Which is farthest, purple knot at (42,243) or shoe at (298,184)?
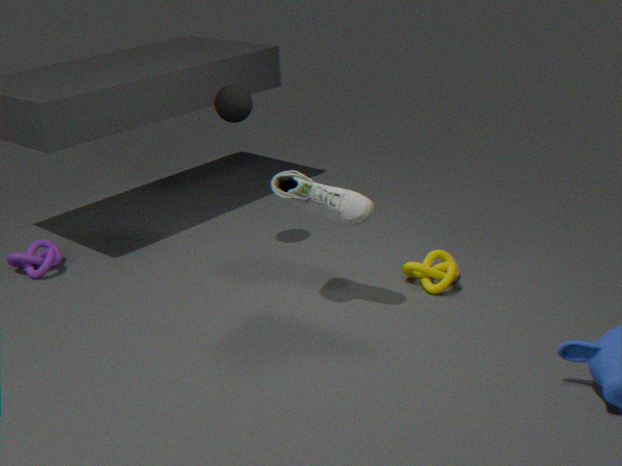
purple knot at (42,243)
